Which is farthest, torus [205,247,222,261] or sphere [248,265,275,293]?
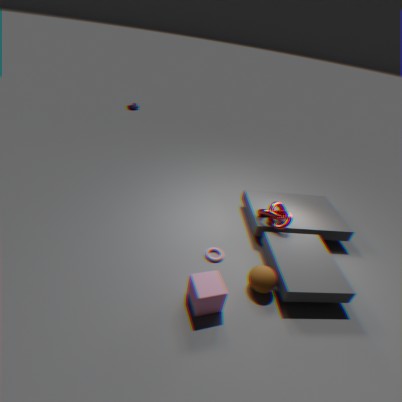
torus [205,247,222,261]
